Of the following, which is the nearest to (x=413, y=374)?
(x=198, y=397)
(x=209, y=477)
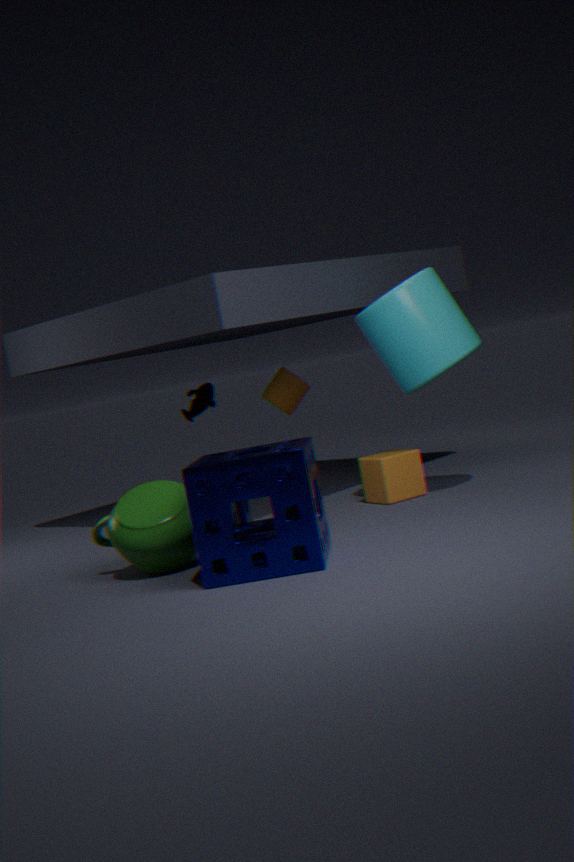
(x=209, y=477)
